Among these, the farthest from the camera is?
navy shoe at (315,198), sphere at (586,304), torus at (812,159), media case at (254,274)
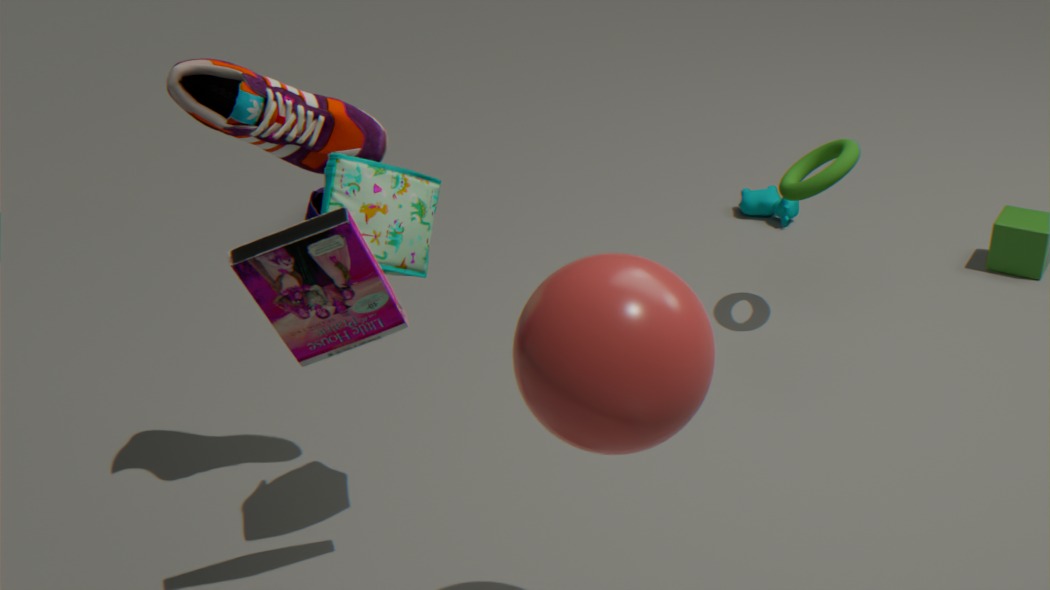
navy shoe at (315,198)
